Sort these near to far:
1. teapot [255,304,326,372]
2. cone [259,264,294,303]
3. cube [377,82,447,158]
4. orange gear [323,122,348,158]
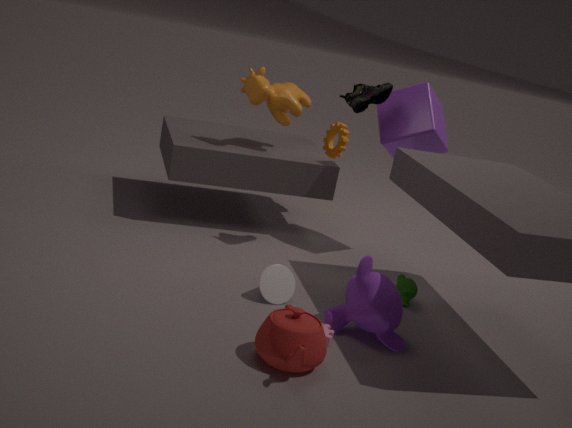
teapot [255,304,326,372] → cone [259,264,294,303] → cube [377,82,447,158] → orange gear [323,122,348,158]
